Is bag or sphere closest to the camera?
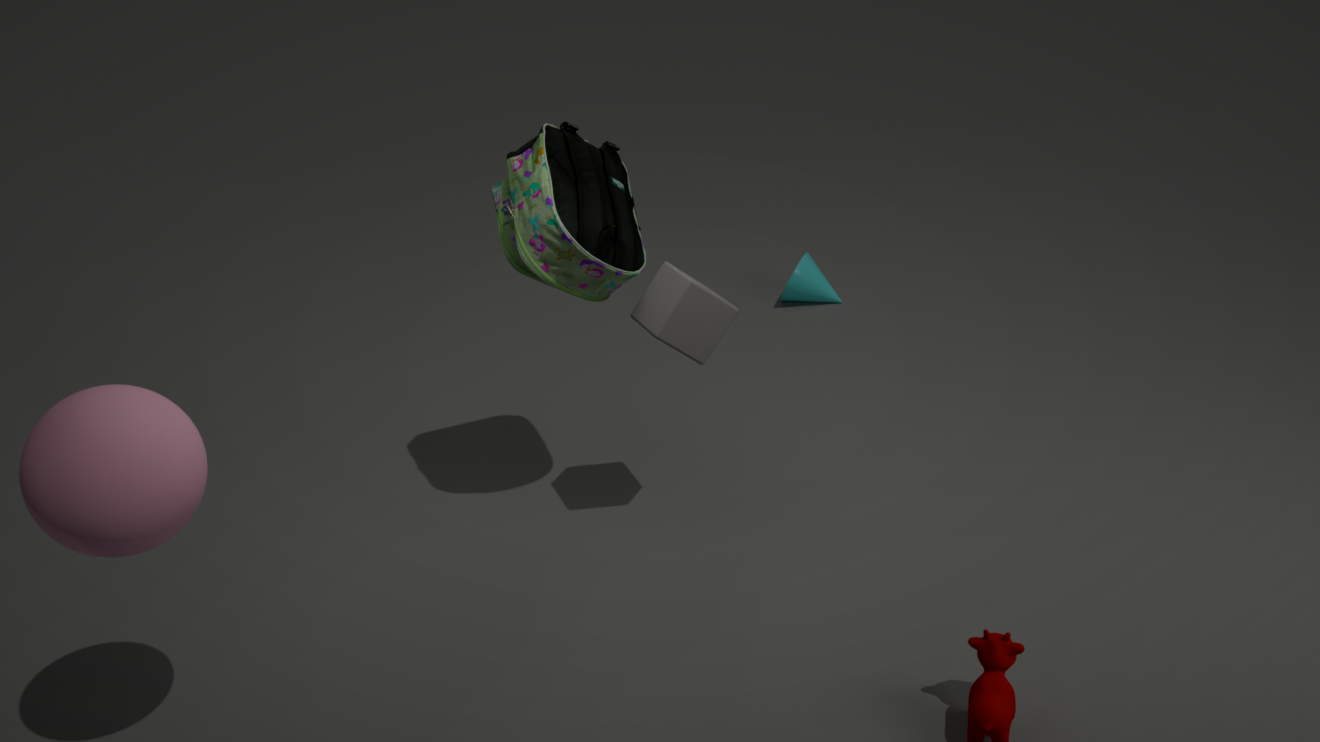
sphere
